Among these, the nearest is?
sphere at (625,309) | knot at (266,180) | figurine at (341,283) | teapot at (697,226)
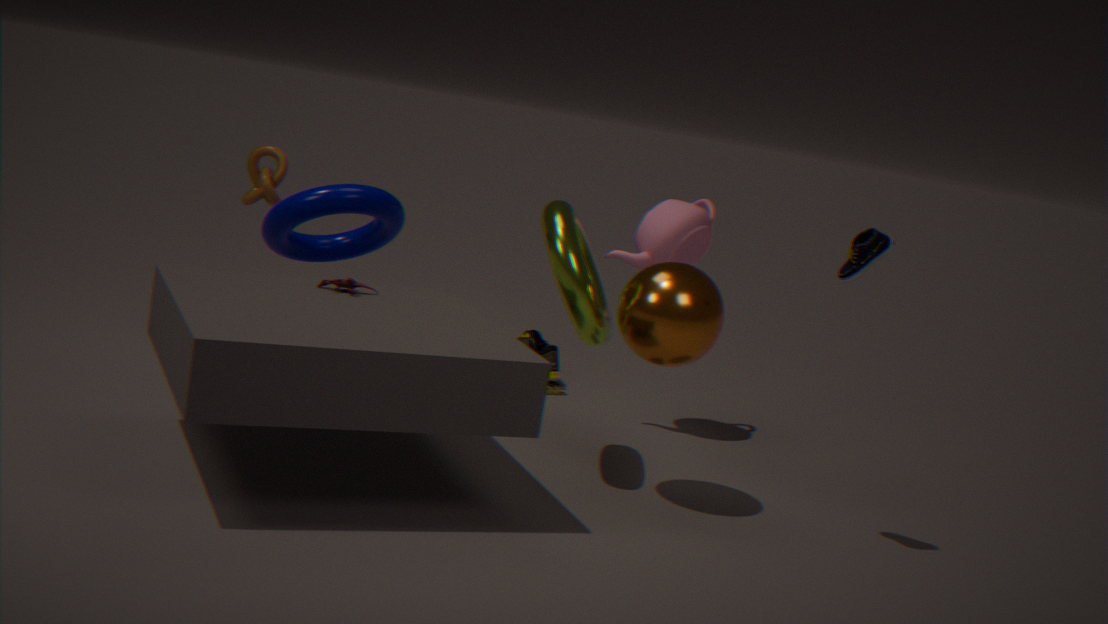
sphere at (625,309)
